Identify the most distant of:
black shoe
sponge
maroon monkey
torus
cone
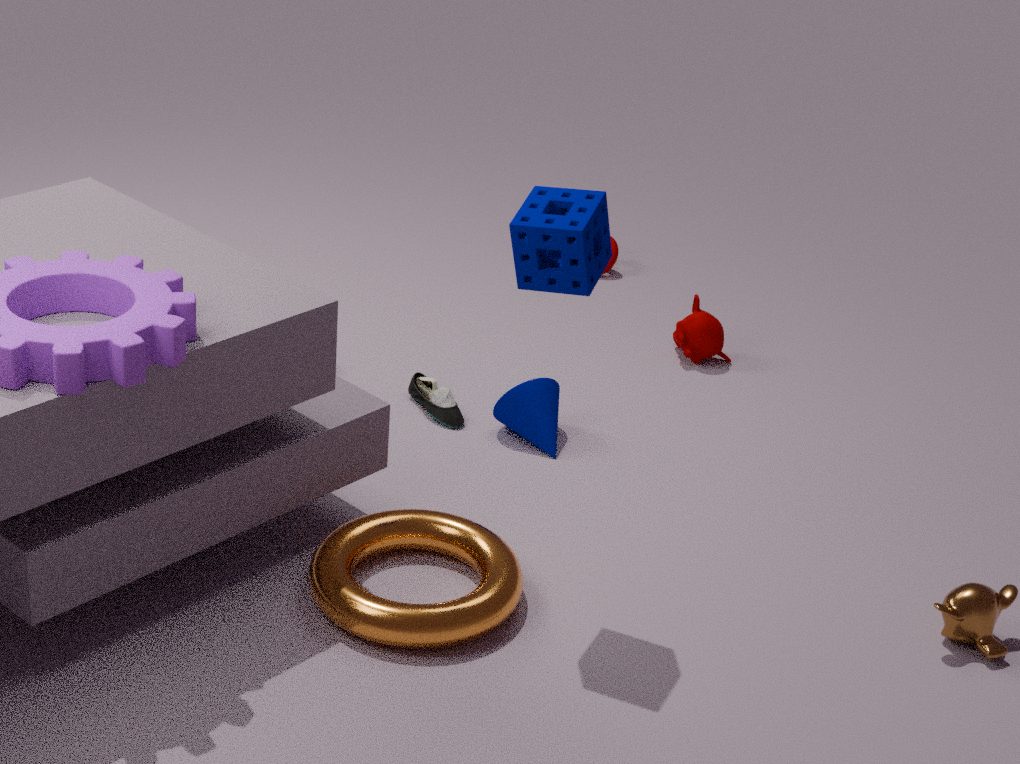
maroon monkey
